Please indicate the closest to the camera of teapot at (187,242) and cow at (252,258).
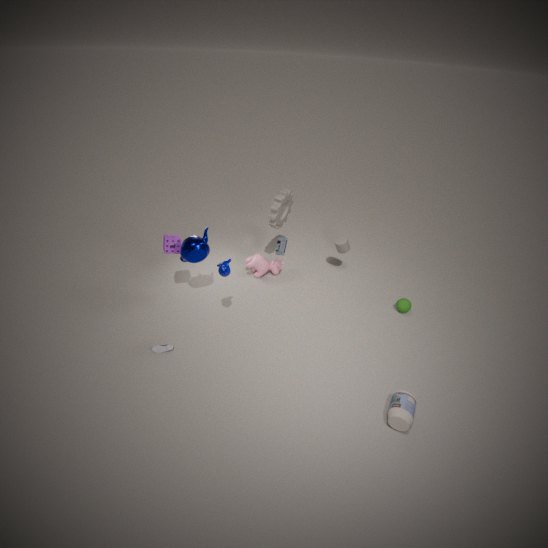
teapot at (187,242)
